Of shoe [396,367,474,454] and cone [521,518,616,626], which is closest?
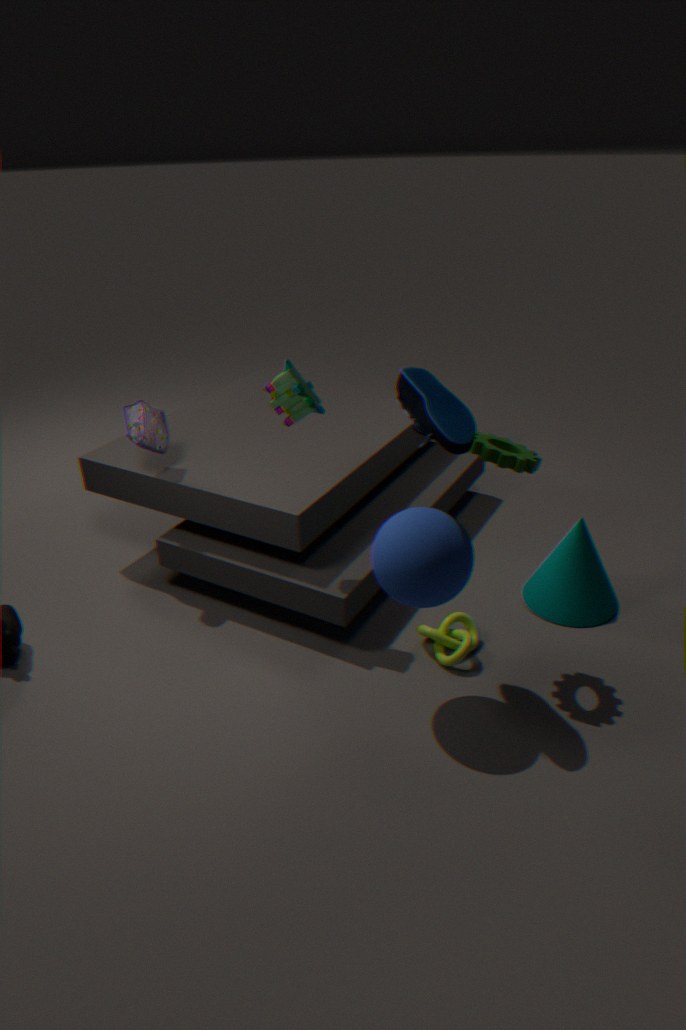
shoe [396,367,474,454]
